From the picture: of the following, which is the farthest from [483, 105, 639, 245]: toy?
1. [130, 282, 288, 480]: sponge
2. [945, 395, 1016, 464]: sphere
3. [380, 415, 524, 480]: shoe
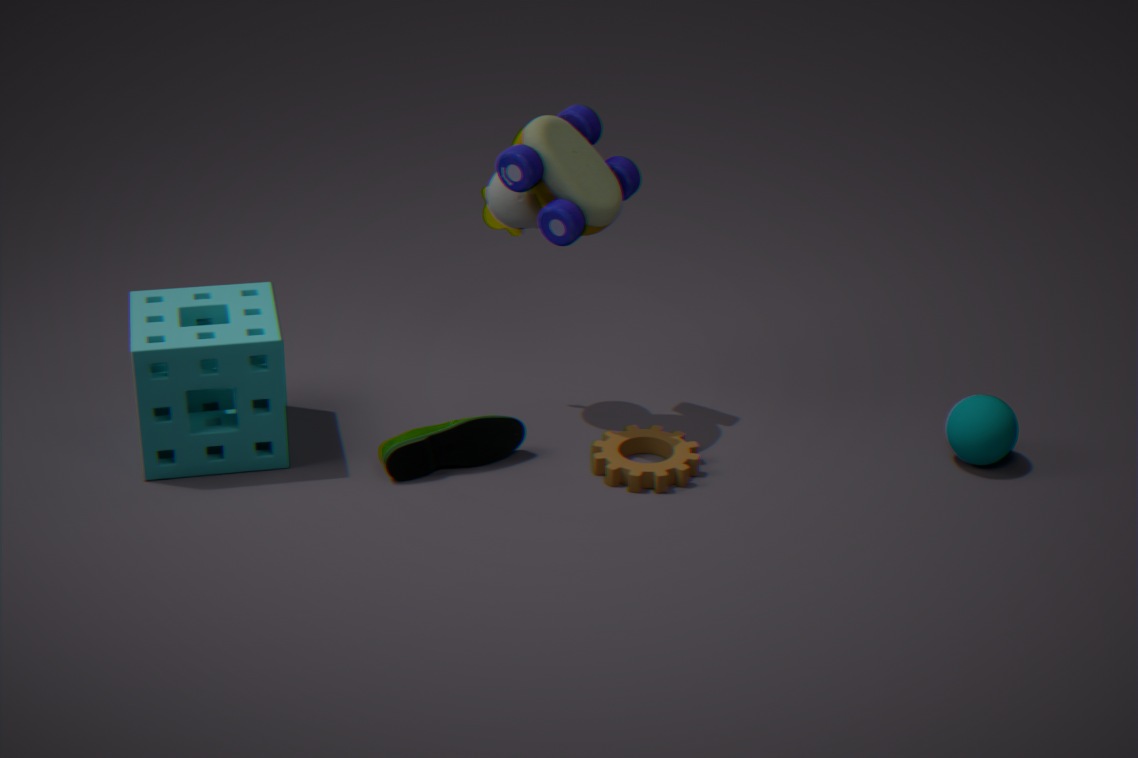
[945, 395, 1016, 464]: sphere
